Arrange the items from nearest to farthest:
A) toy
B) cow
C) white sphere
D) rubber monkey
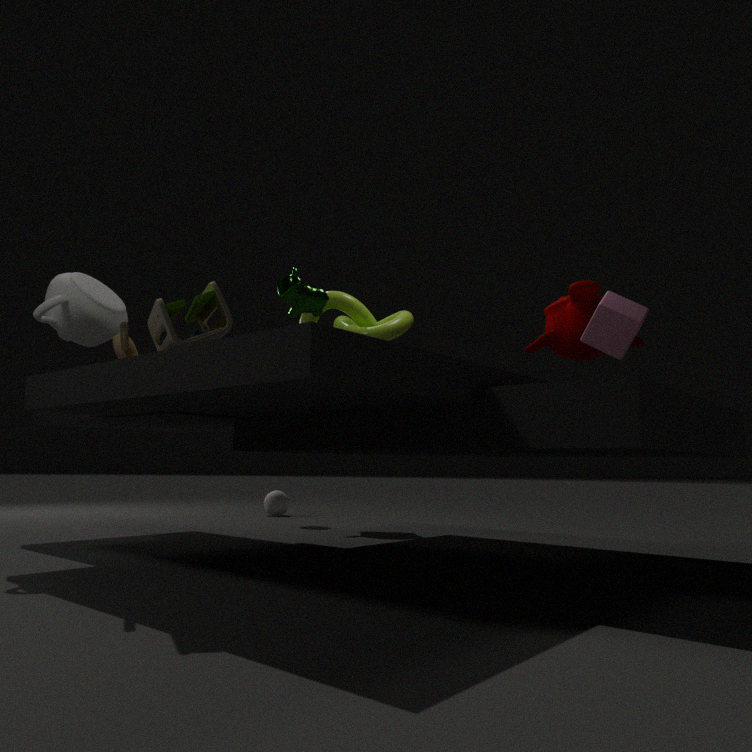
toy → cow → rubber monkey → white sphere
